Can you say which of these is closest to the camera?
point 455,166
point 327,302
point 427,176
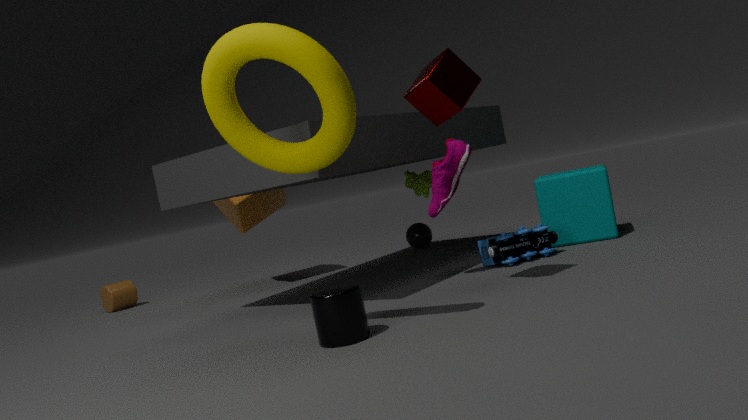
point 327,302
